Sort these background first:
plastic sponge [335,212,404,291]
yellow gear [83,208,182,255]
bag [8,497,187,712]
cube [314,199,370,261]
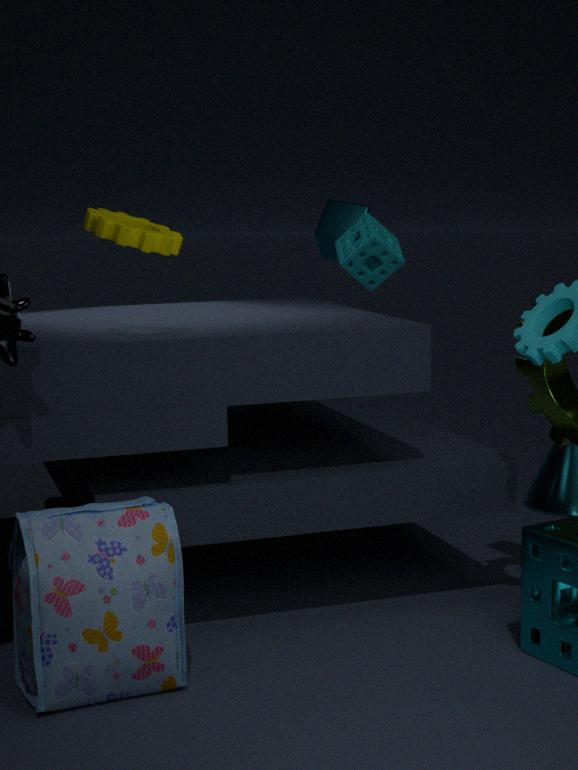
cube [314,199,370,261] < plastic sponge [335,212,404,291] < yellow gear [83,208,182,255] < bag [8,497,187,712]
